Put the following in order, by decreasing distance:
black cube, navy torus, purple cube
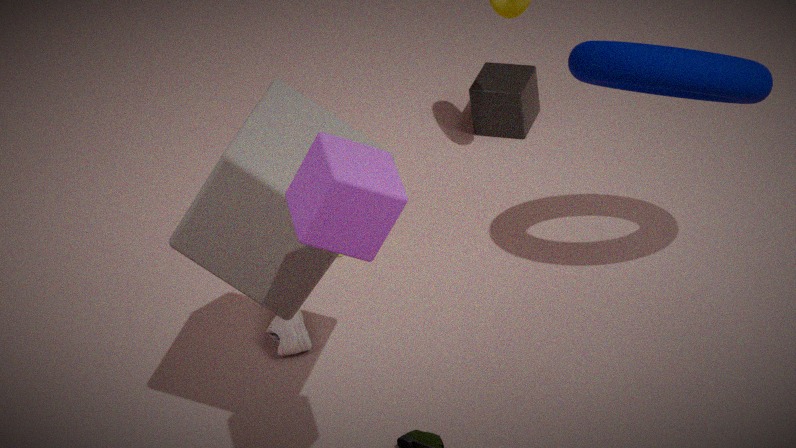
black cube → navy torus → purple cube
